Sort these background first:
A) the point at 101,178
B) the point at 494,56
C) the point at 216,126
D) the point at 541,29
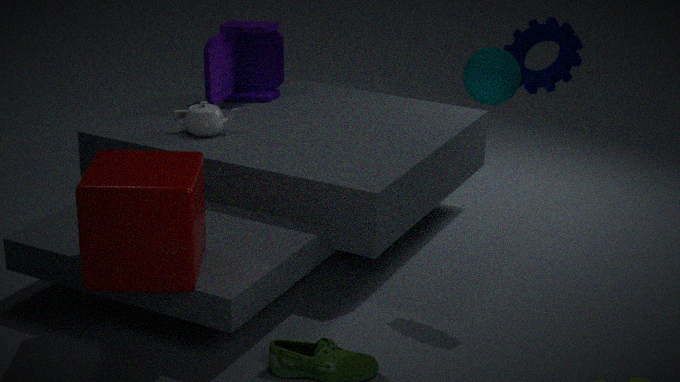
1. the point at 216,126
2. the point at 541,29
3. the point at 101,178
4. the point at 494,56
